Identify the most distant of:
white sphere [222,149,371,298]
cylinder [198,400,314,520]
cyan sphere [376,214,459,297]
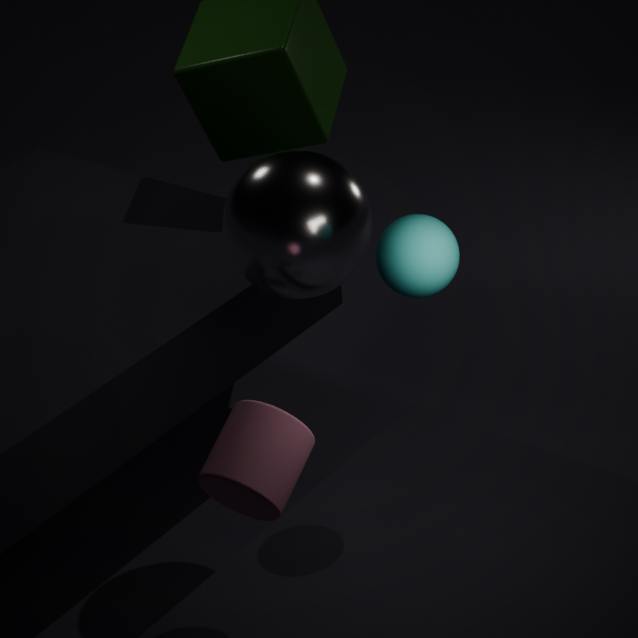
white sphere [222,149,371,298]
